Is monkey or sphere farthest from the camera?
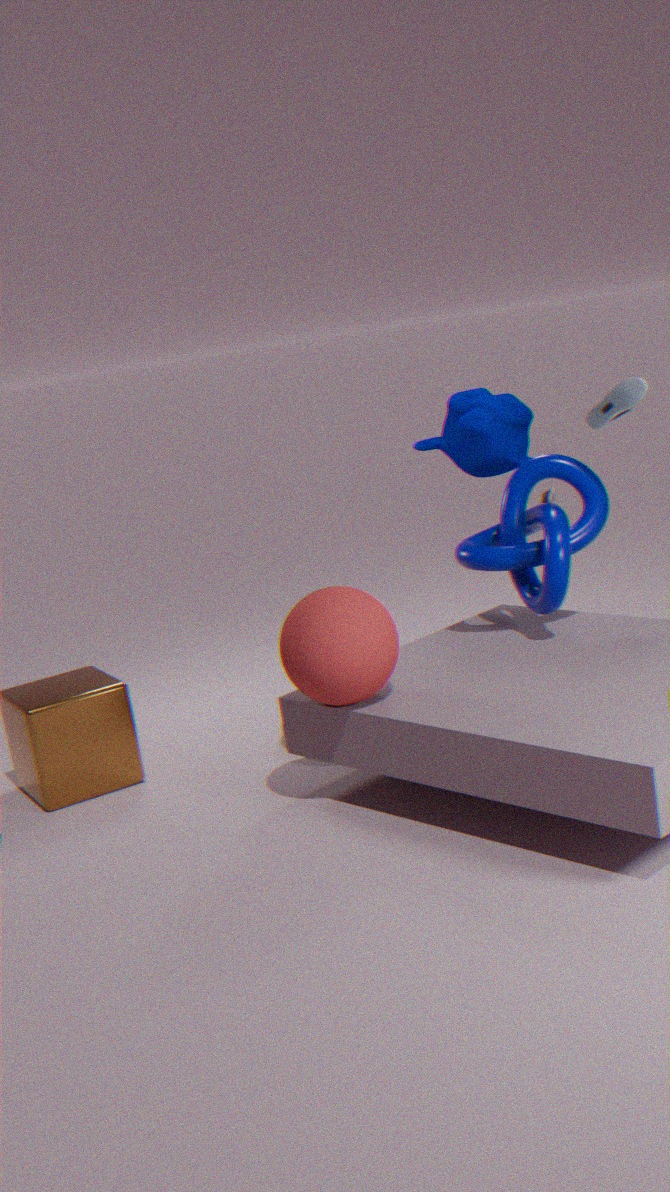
monkey
